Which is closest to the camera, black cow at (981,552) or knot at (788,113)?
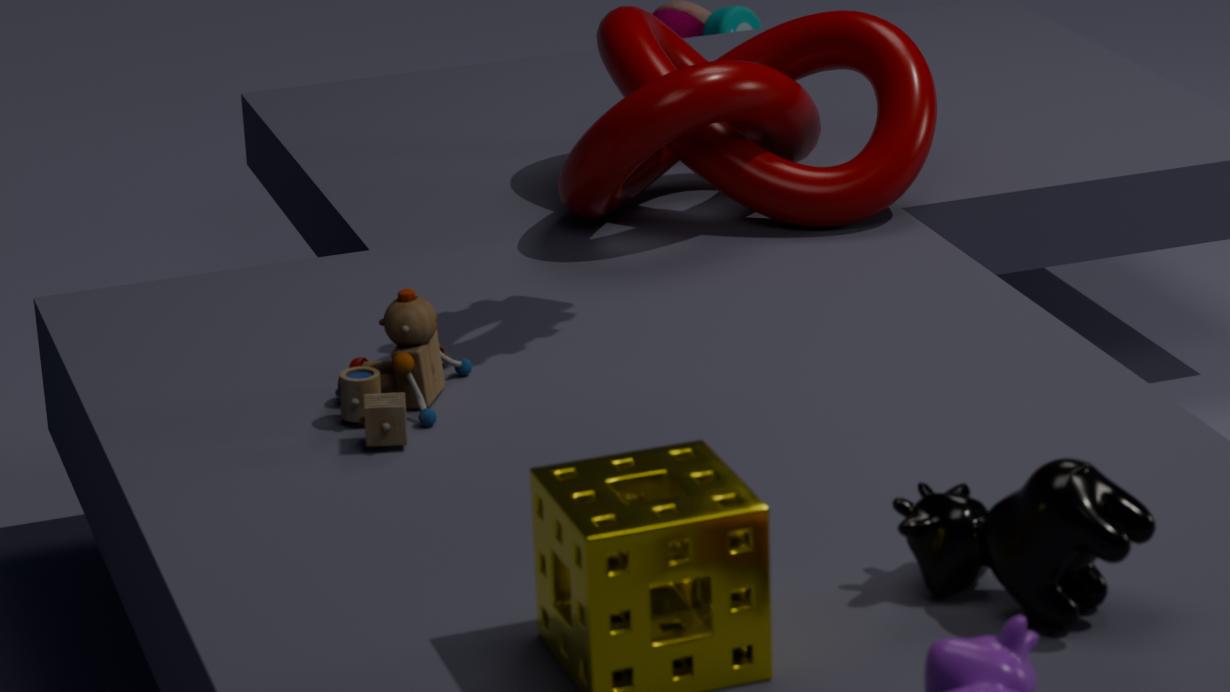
black cow at (981,552)
